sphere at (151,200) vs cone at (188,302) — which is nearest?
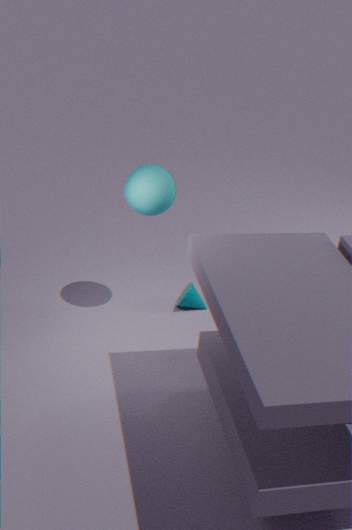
sphere at (151,200)
